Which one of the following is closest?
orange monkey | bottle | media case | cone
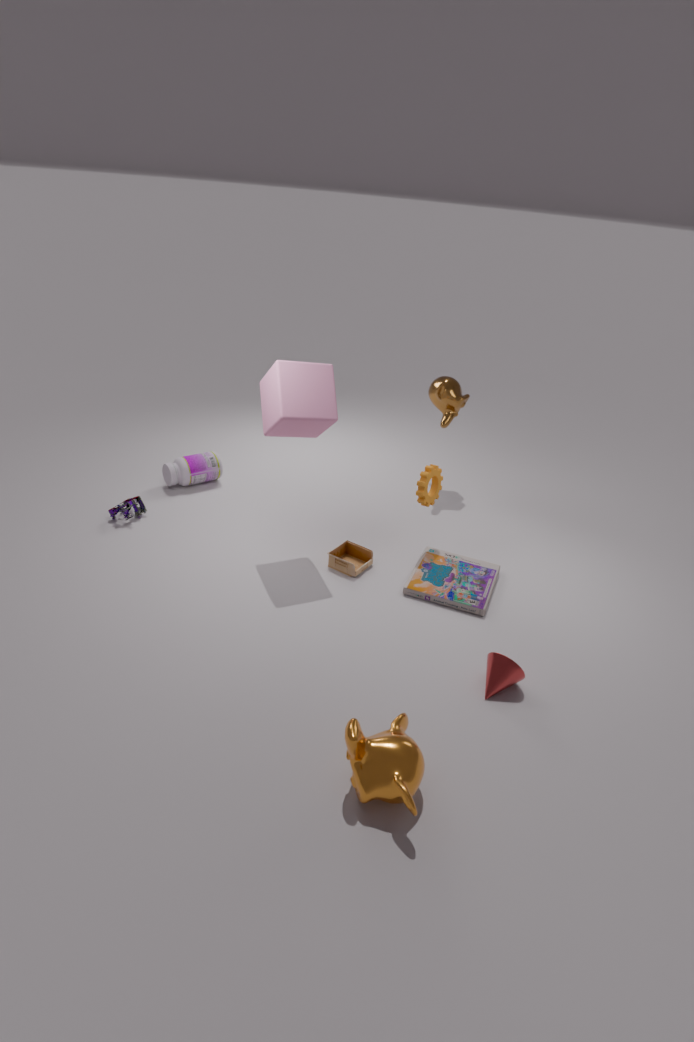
orange monkey
